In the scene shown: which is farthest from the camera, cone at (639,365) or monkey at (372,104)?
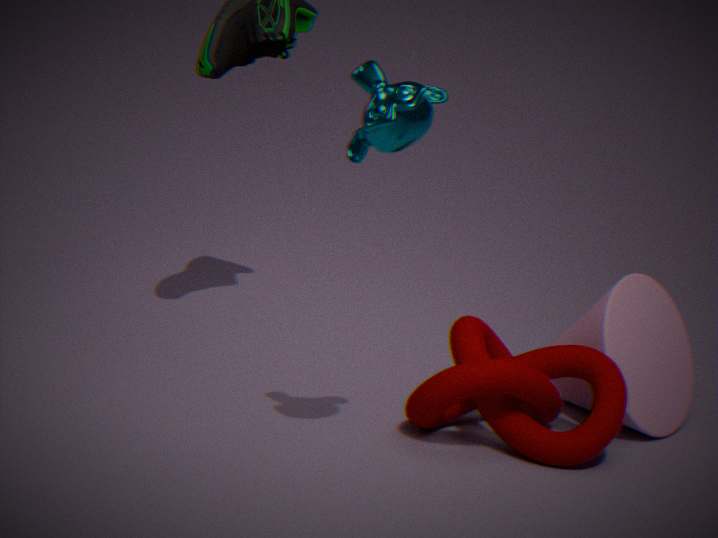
cone at (639,365)
